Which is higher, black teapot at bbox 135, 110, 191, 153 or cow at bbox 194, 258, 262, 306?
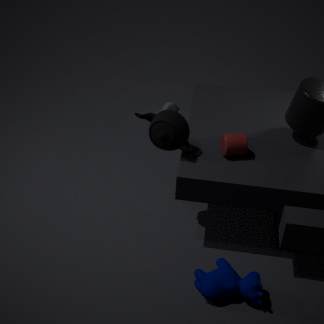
black teapot at bbox 135, 110, 191, 153
